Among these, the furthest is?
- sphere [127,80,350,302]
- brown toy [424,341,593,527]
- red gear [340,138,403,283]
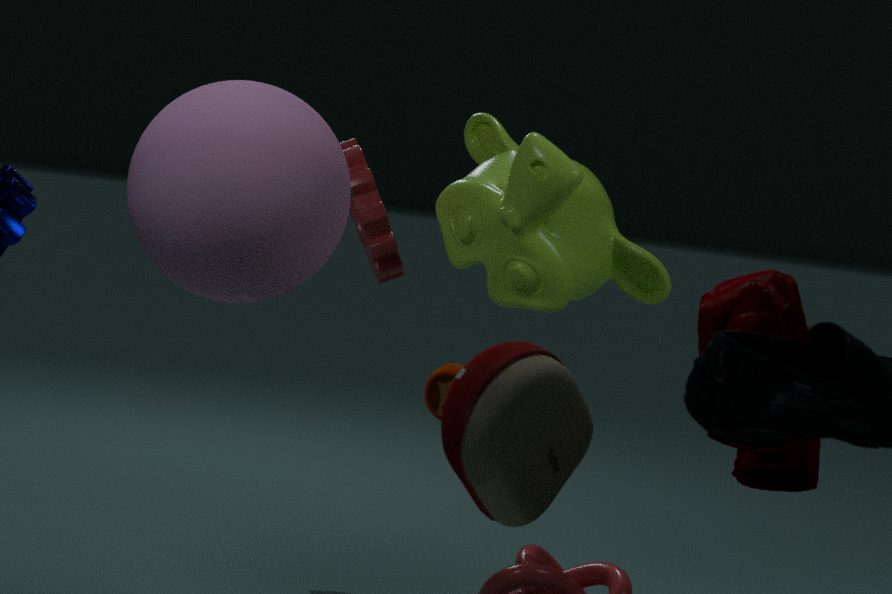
red gear [340,138,403,283]
